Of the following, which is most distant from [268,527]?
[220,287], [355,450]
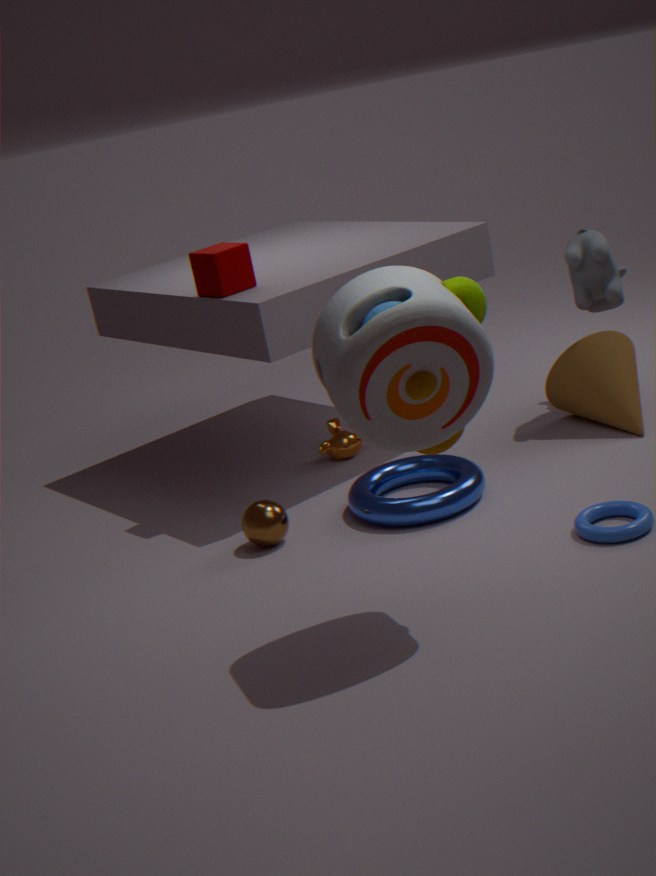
[220,287]
